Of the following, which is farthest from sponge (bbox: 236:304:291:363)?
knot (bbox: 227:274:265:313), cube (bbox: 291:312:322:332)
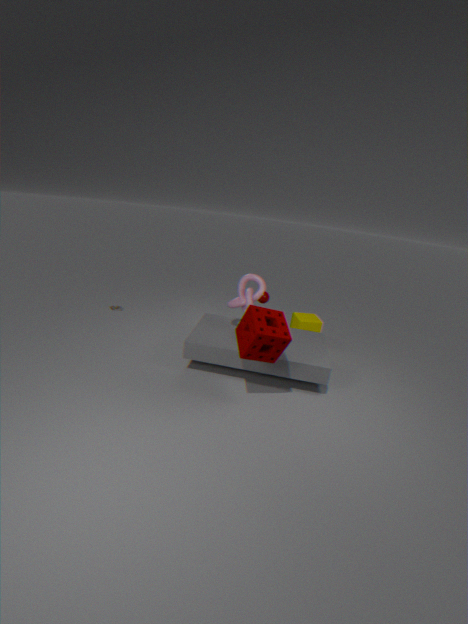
cube (bbox: 291:312:322:332)
